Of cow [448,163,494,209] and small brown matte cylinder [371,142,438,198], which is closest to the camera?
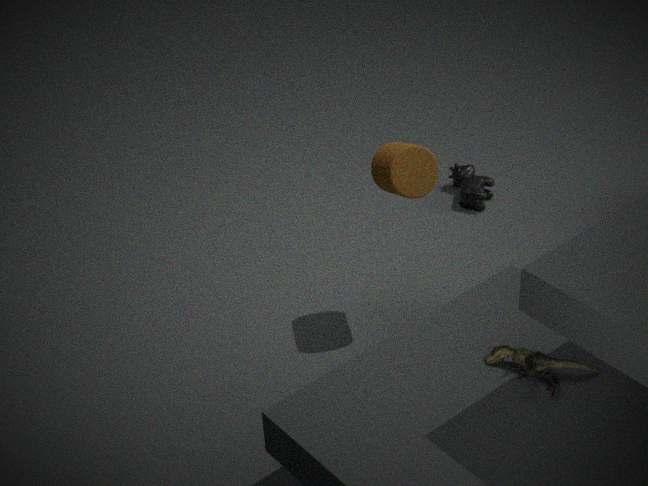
small brown matte cylinder [371,142,438,198]
